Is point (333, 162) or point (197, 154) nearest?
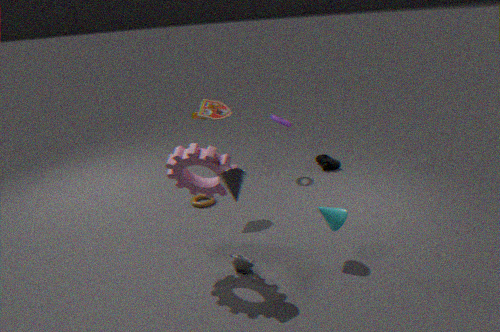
point (197, 154)
